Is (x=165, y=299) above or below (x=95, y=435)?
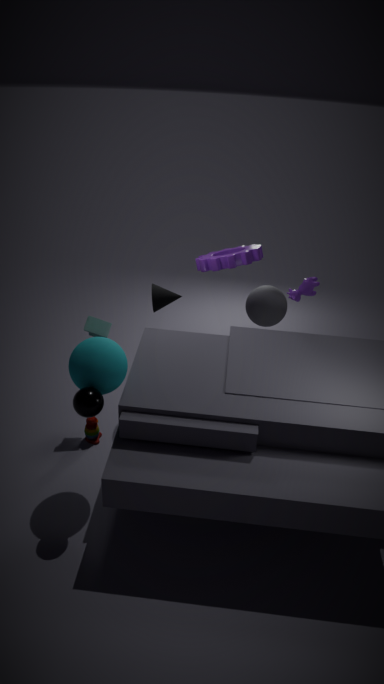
above
